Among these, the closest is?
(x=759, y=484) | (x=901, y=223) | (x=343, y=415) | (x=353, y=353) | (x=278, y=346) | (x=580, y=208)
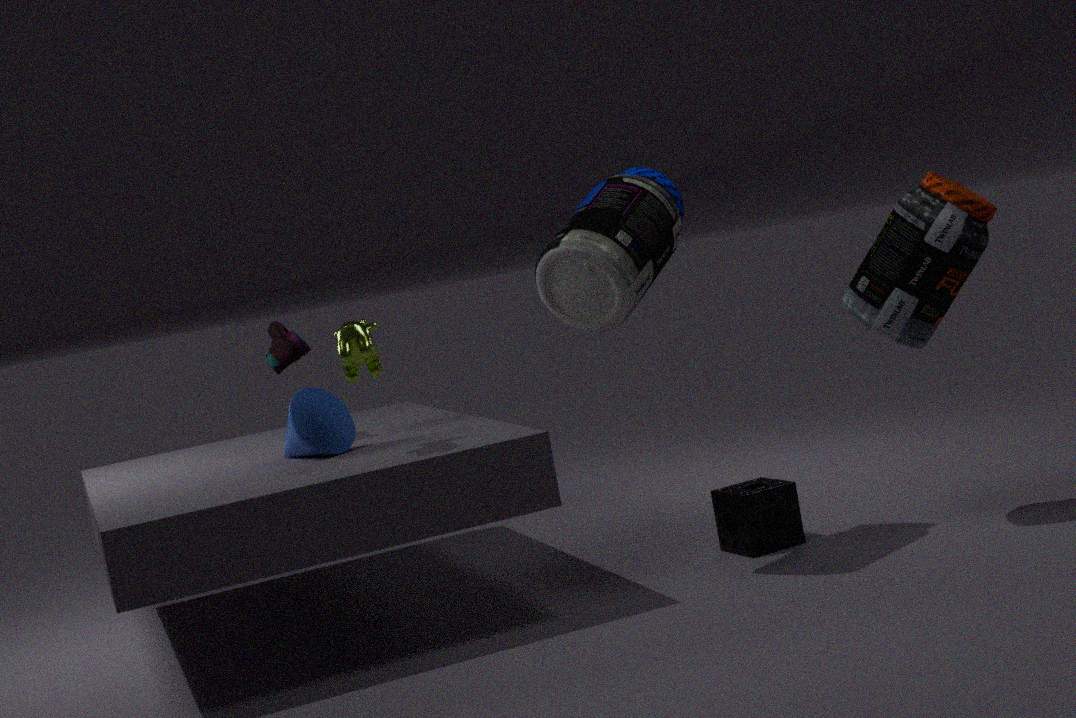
(x=353, y=353)
